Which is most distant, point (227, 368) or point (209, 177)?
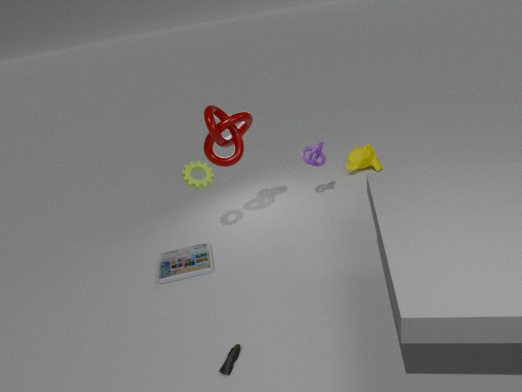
point (209, 177)
